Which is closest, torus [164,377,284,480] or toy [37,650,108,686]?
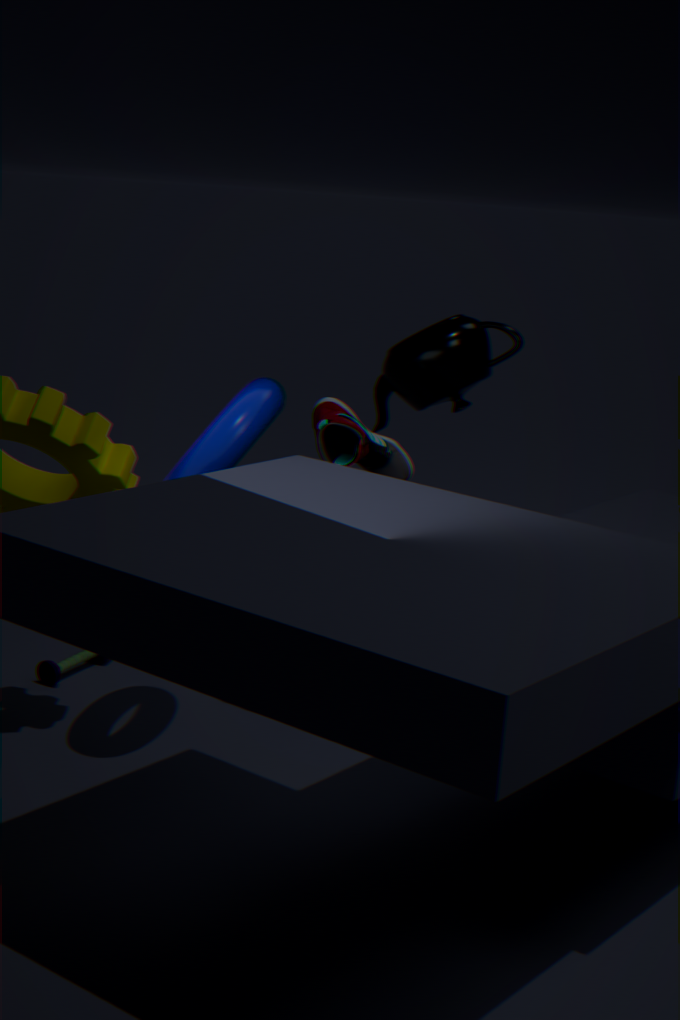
torus [164,377,284,480]
